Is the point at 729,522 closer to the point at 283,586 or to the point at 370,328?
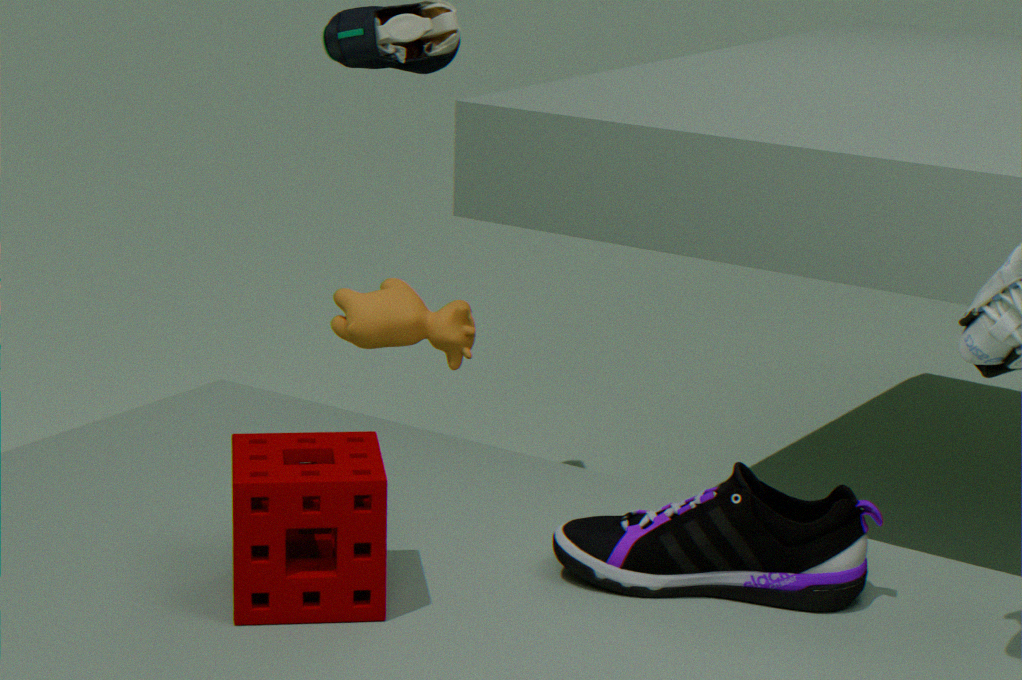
the point at 283,586
